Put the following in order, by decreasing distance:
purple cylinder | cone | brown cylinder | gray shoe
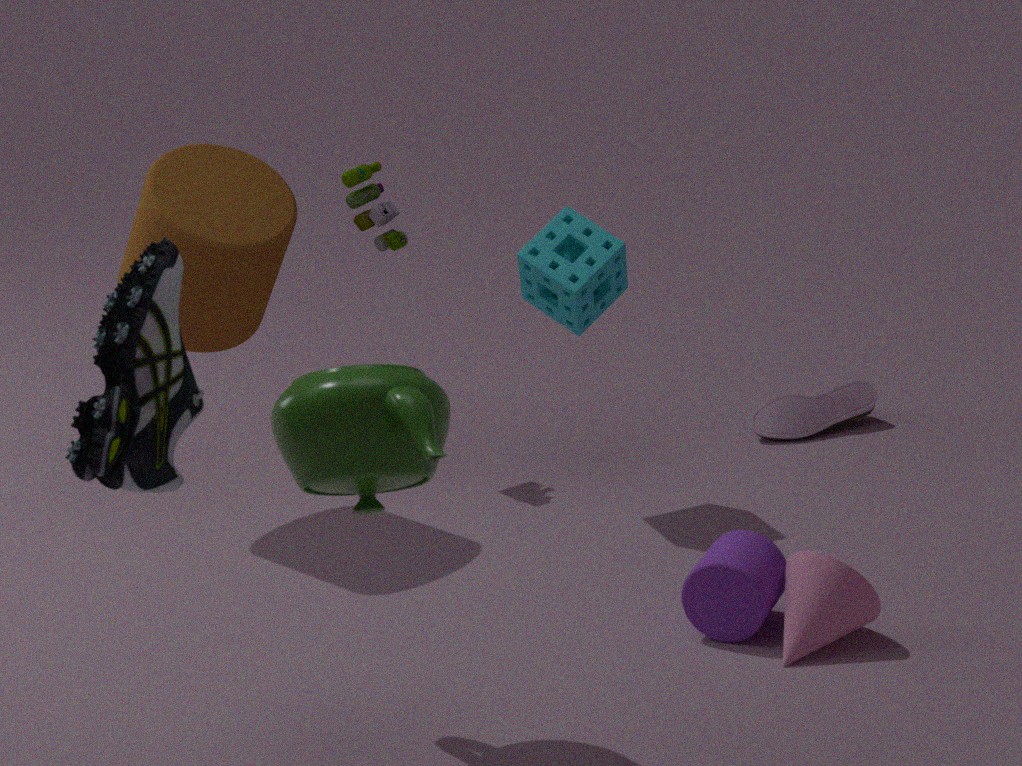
gray shoe
brown cylinder
purple cylinder
cone
